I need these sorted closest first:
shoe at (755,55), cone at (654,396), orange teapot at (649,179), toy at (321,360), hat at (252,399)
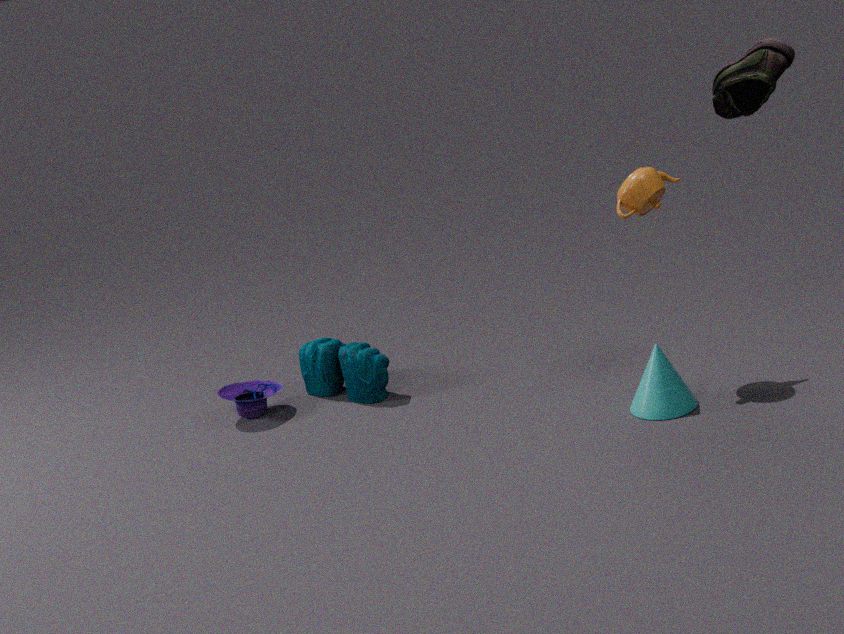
1. shoe at (755,55)
2. cone at (654,396)
3. orange teapot at (649,179)
4. toy at (321,360)
5. hat at (252,399)
